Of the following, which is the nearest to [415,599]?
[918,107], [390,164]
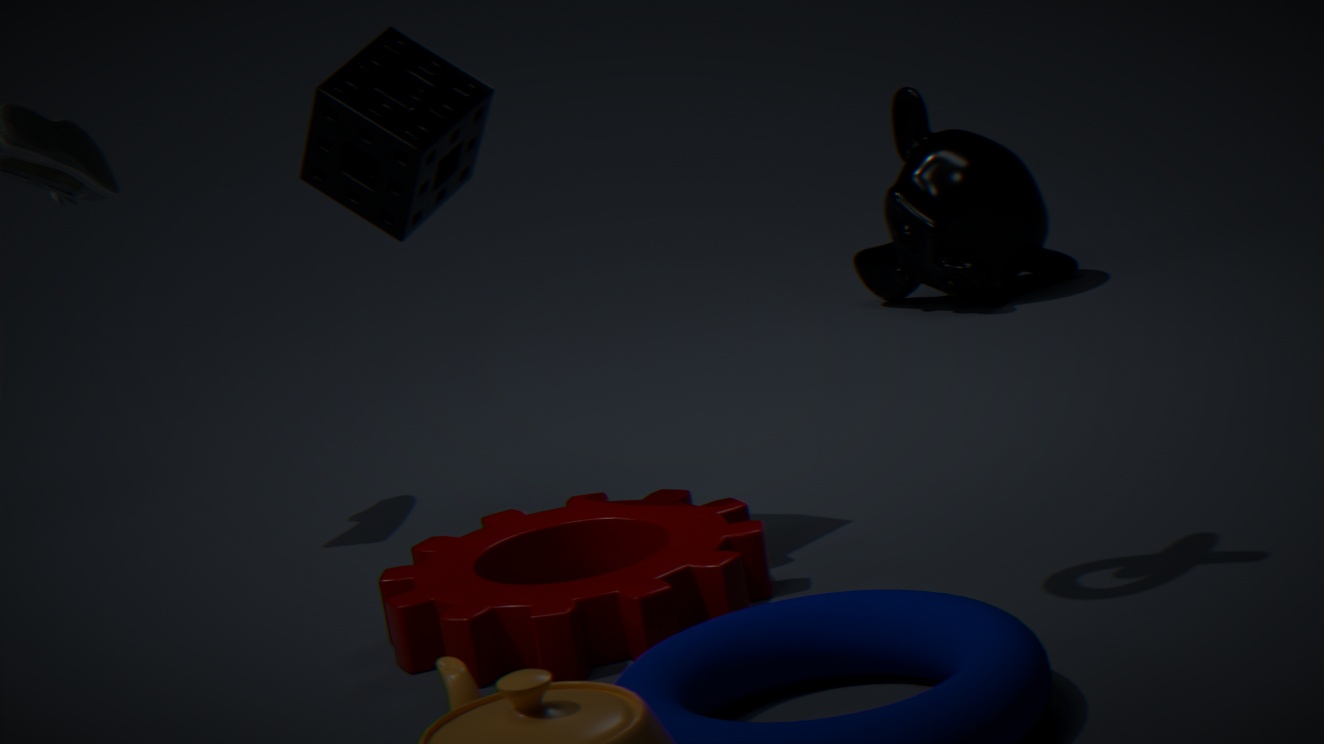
[390,164]
